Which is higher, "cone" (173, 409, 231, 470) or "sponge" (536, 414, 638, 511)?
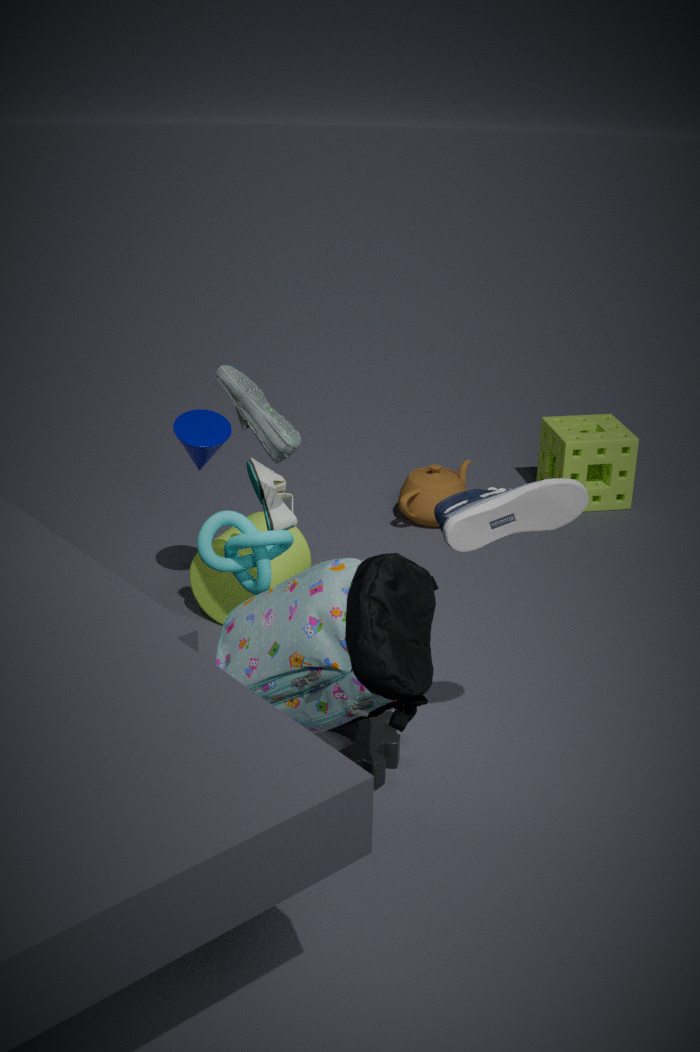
"cone" (173, 409, 231, 470)
